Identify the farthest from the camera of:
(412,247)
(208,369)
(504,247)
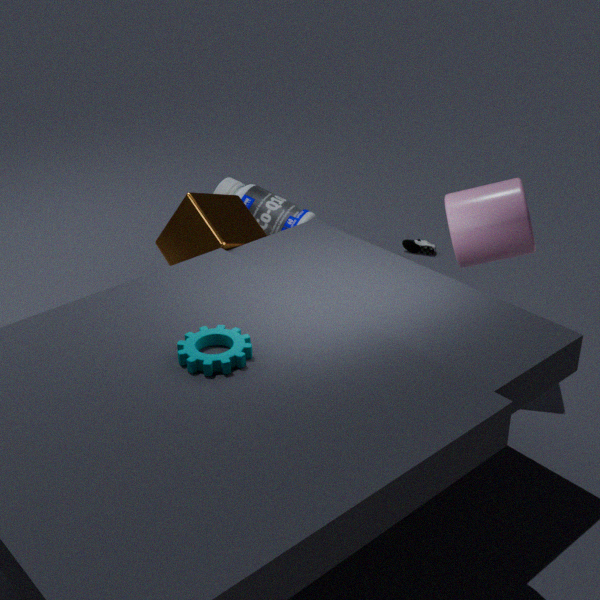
(412,247)
